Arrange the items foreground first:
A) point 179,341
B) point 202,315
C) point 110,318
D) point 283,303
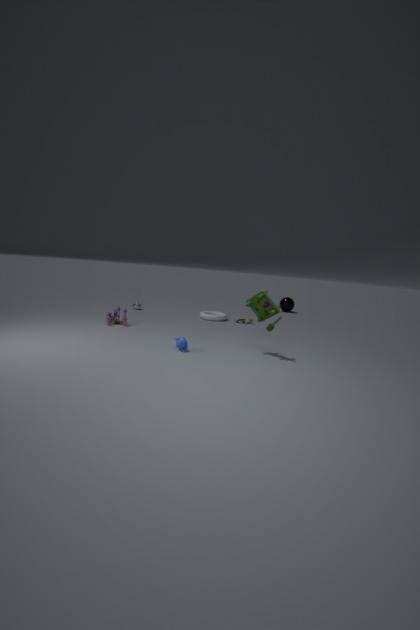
point 179,341 → point 110,318 → point 202,315 → point 283,303
